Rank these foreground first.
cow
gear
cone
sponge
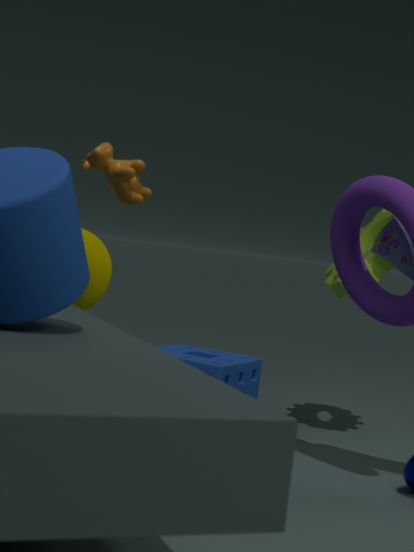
1. cow
2. sponge
3. cone
4. gear
